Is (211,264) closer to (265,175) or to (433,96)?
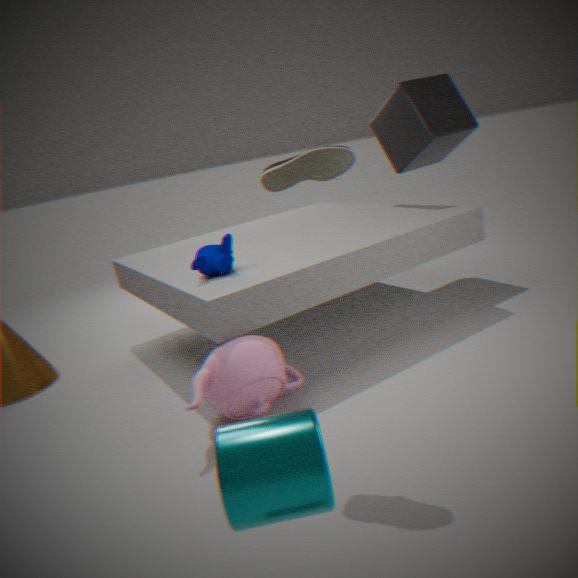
(265,175)
